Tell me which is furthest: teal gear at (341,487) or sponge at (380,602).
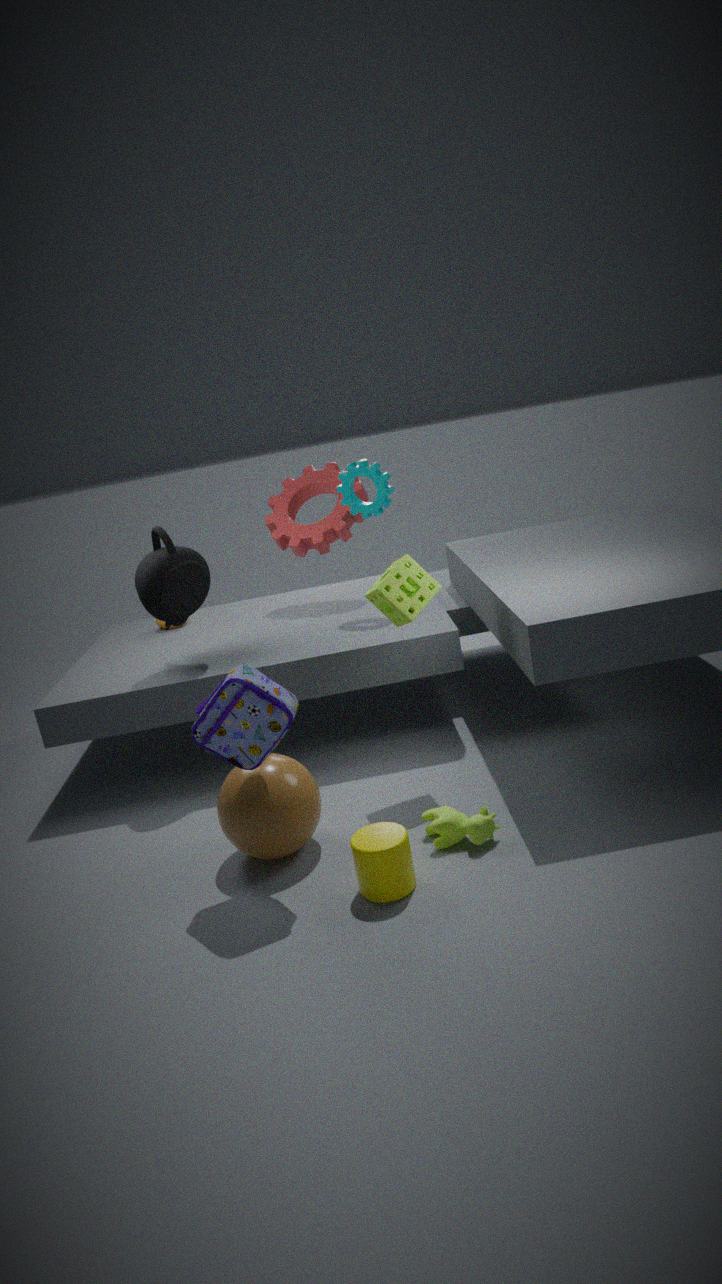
teal gear at (341,487)
